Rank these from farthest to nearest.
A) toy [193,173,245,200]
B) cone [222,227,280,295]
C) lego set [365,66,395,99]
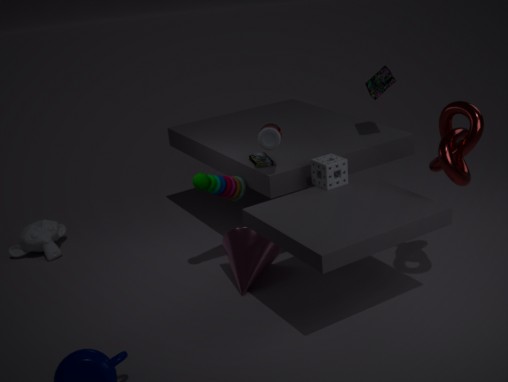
lego set [365,66,395,99] → cone [222,227,280,295] → toy [193,173,245,200]
